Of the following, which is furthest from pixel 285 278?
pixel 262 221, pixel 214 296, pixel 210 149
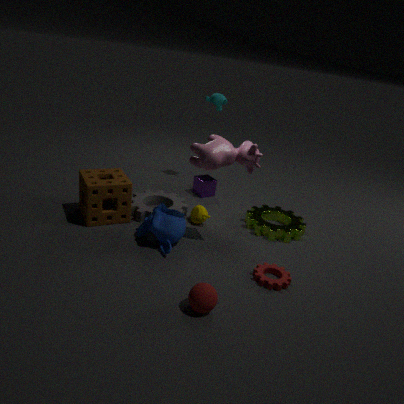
pixel 210 149
